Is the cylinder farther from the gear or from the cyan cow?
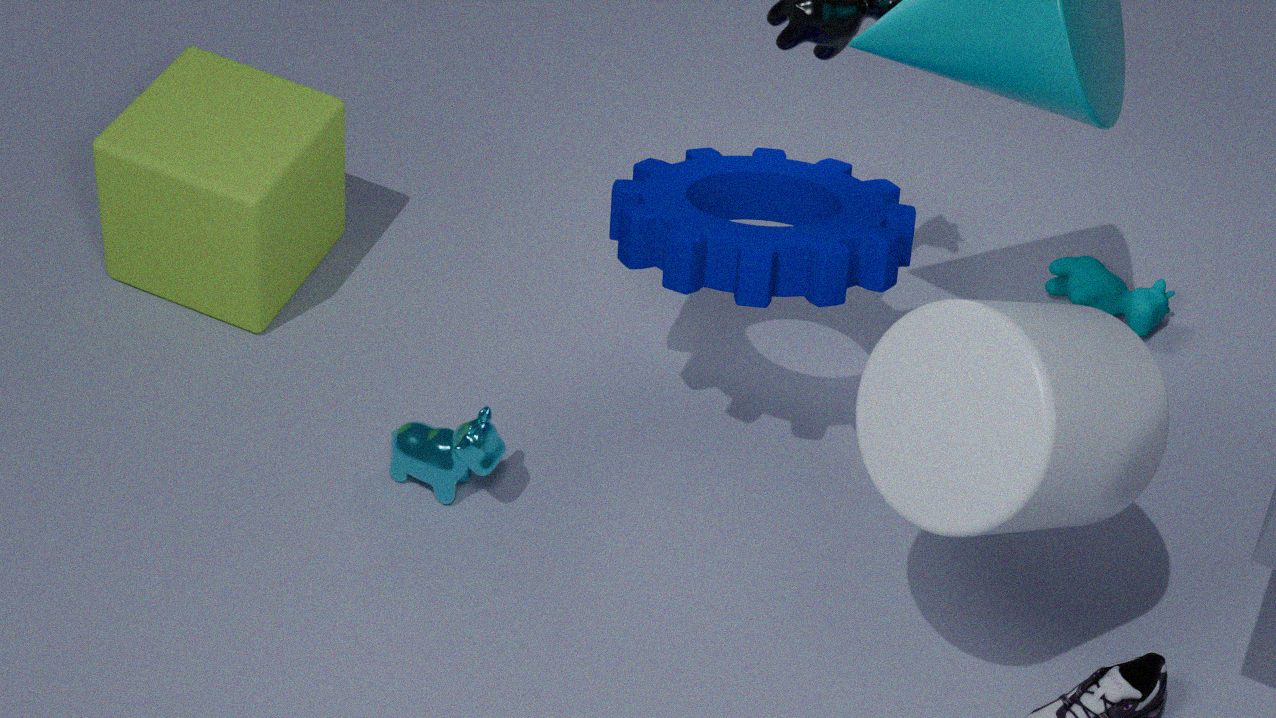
the cyan cow
